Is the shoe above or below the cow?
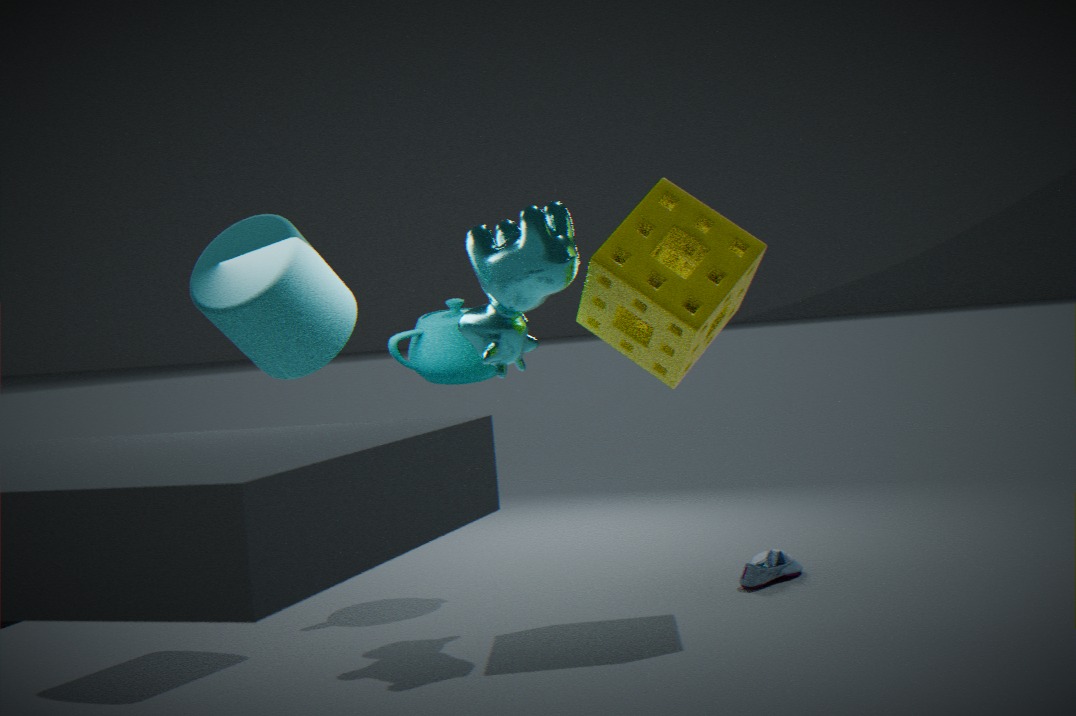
below
